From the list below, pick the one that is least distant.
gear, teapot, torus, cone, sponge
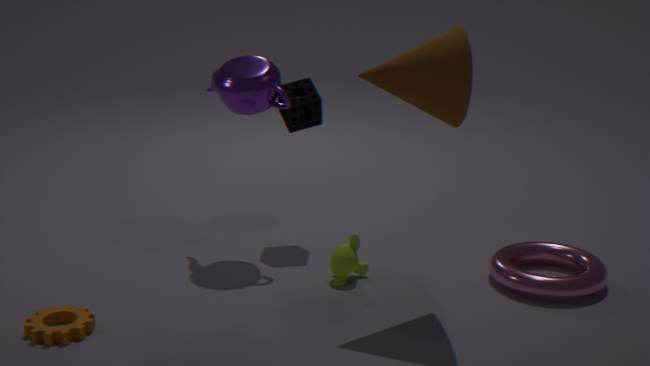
gear
